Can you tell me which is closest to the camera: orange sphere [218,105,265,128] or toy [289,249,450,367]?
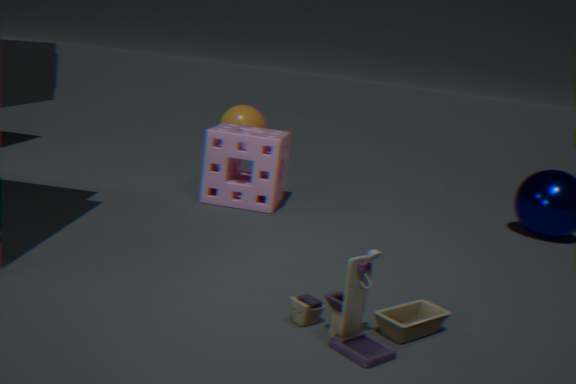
toy [289,249,450,367]
